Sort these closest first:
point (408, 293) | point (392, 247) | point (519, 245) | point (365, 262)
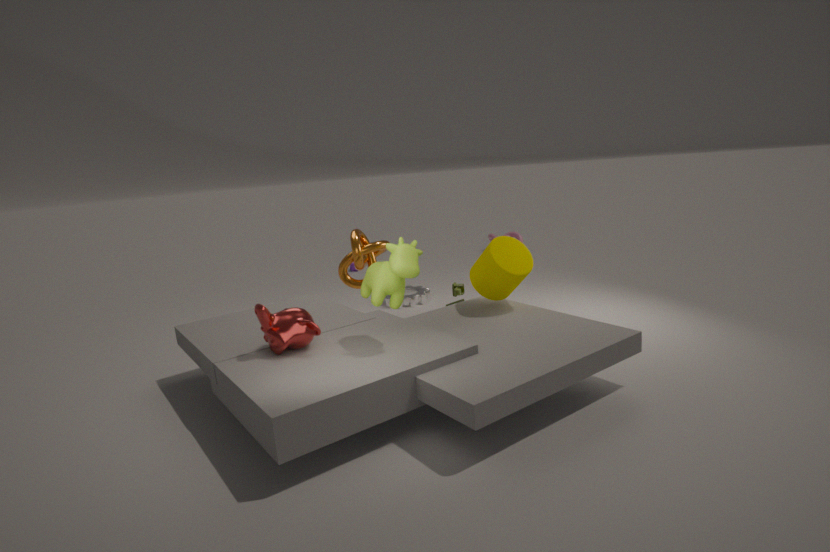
point (392, 247)
point (519, 245)
point (365, 262)
point (408, 293)
